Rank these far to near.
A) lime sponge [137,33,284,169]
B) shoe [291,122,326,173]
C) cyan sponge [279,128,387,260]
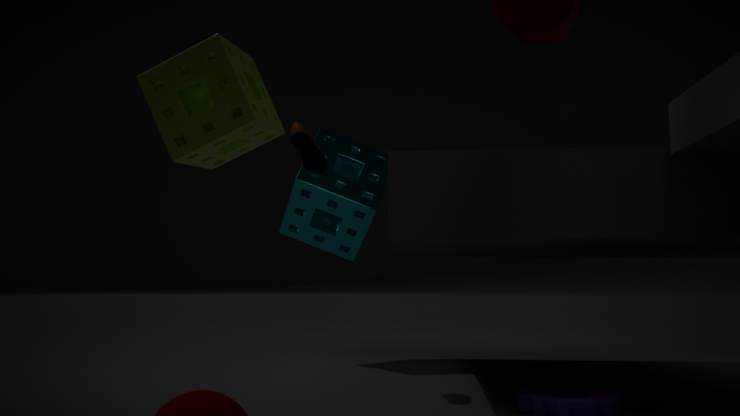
cyan sponge [279,128,387,260], shoe [291,122,326,173], lime sponge [137,33,284,169]
